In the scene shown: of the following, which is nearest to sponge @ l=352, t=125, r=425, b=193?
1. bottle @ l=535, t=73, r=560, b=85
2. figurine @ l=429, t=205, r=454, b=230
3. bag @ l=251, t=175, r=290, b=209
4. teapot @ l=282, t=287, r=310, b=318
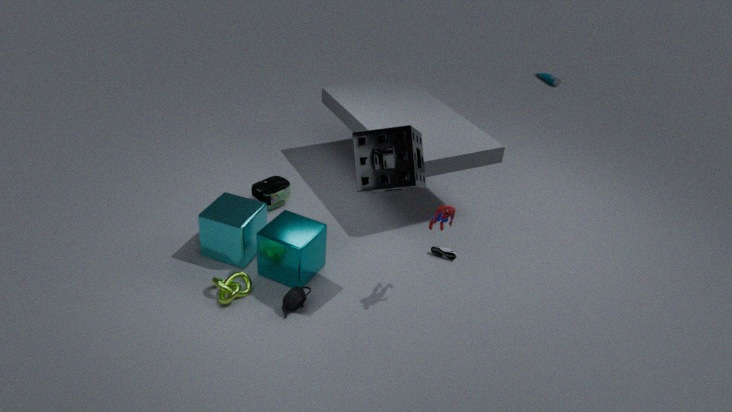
figurine @ l=429, t=205, r=454, b=230
